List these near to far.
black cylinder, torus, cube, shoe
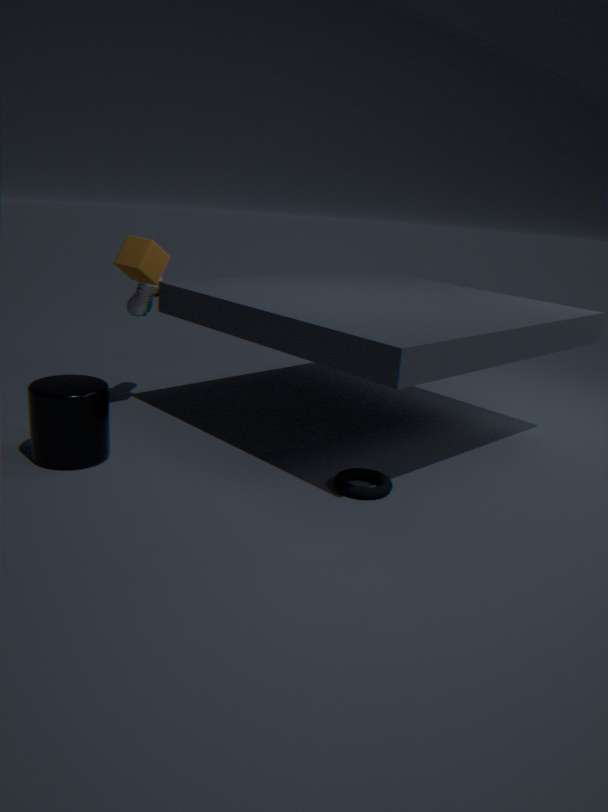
torus → black cylinder → cube → shoe
